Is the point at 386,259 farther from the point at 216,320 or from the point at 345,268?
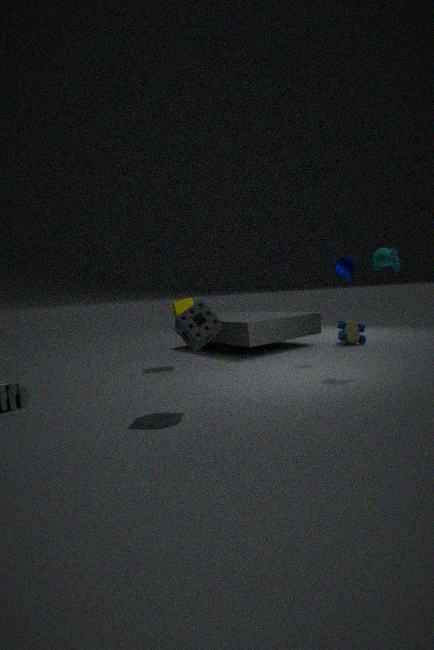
the point at 216,320
